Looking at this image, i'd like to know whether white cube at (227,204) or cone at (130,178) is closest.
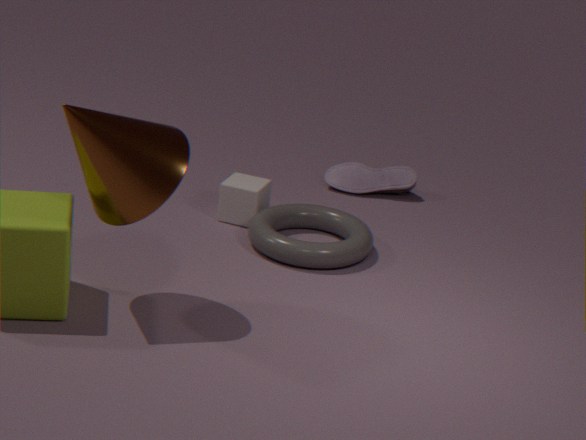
cone at (130,178)
